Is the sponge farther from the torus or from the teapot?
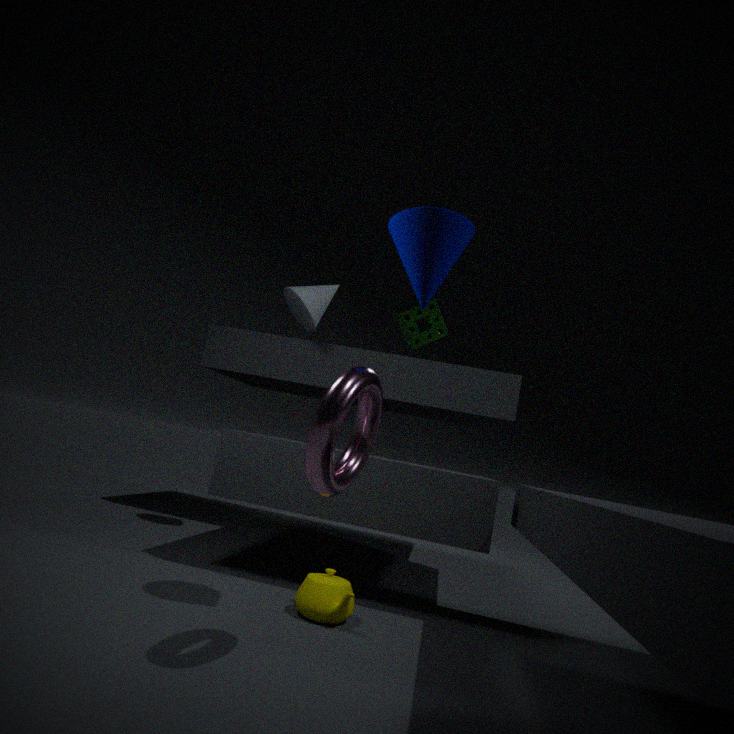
the torus
